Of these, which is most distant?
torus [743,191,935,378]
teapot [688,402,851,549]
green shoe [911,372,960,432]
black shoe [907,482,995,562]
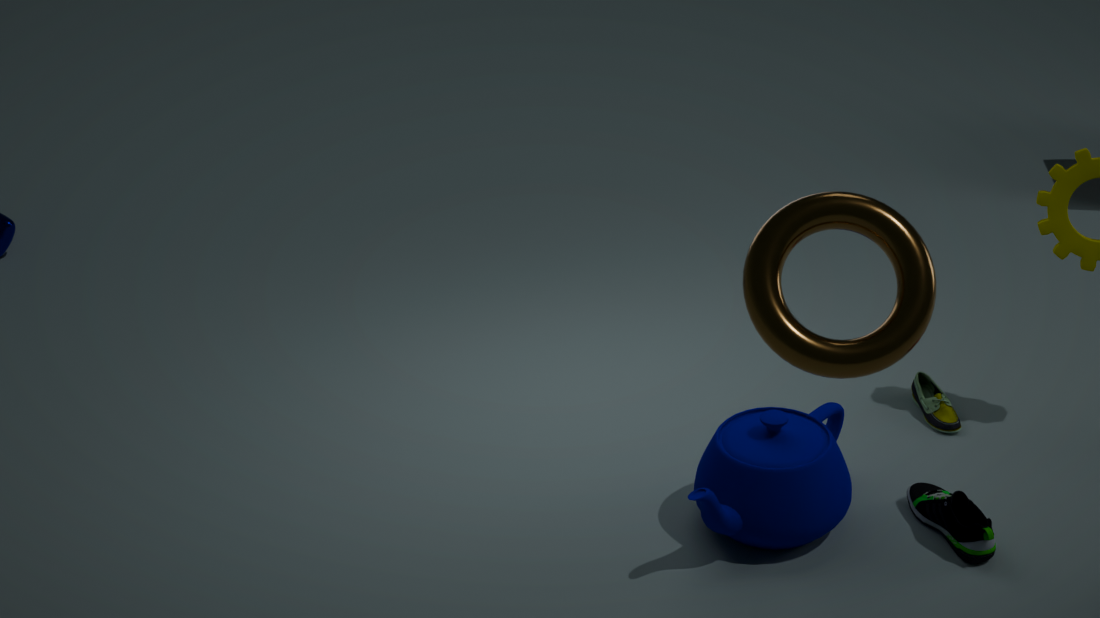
green shoe [911,372,960,432]
